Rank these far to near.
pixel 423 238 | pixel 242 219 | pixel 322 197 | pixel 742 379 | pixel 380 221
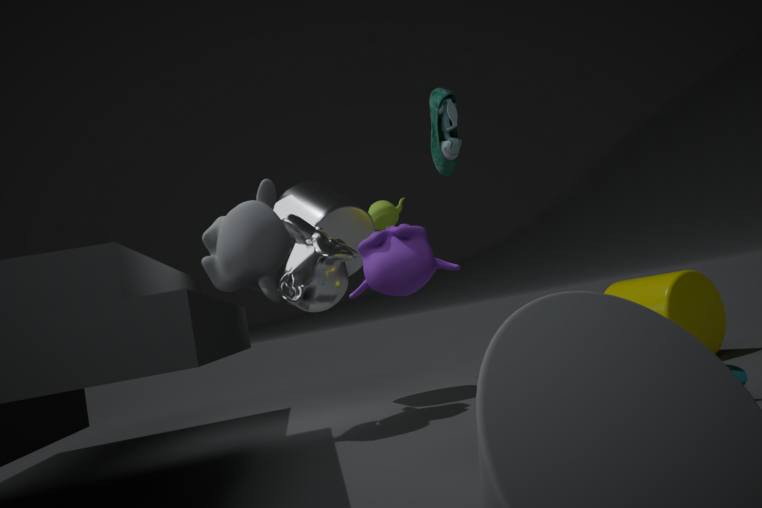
pixel 380 221, pixel 322 197, pixel 242 219, pixel 742 379, pixel 423 238
